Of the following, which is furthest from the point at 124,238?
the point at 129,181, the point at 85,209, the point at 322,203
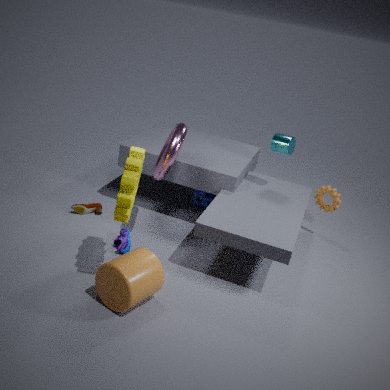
the point at 322,203
